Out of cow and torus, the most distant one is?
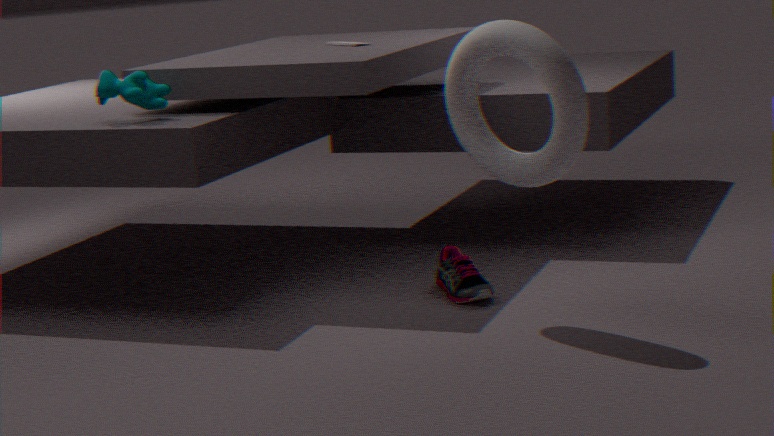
cow
